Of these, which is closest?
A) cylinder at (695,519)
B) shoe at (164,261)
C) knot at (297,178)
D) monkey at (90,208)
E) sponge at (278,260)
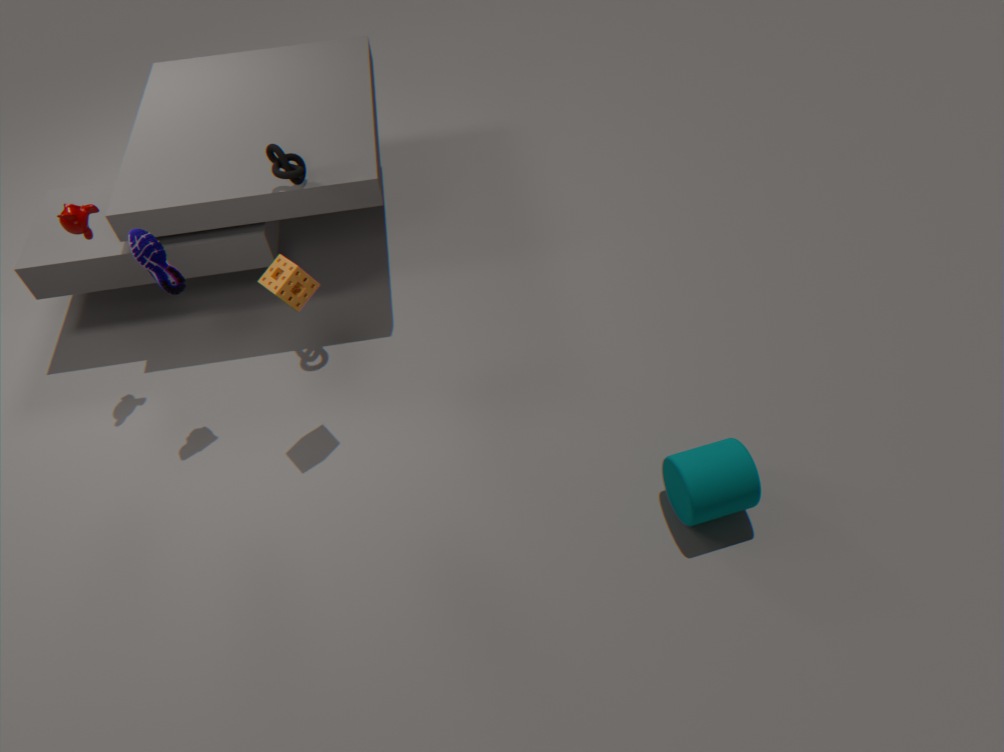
A. cylinder at (695,519)
